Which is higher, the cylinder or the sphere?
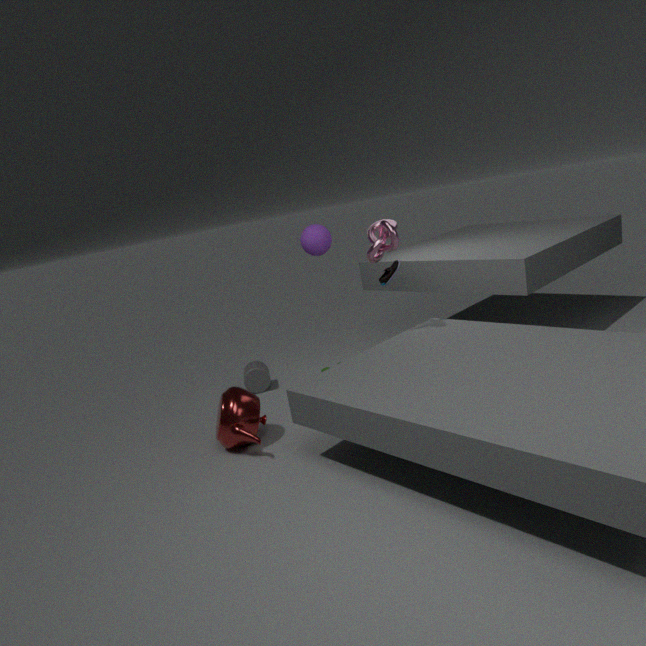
the sphere
